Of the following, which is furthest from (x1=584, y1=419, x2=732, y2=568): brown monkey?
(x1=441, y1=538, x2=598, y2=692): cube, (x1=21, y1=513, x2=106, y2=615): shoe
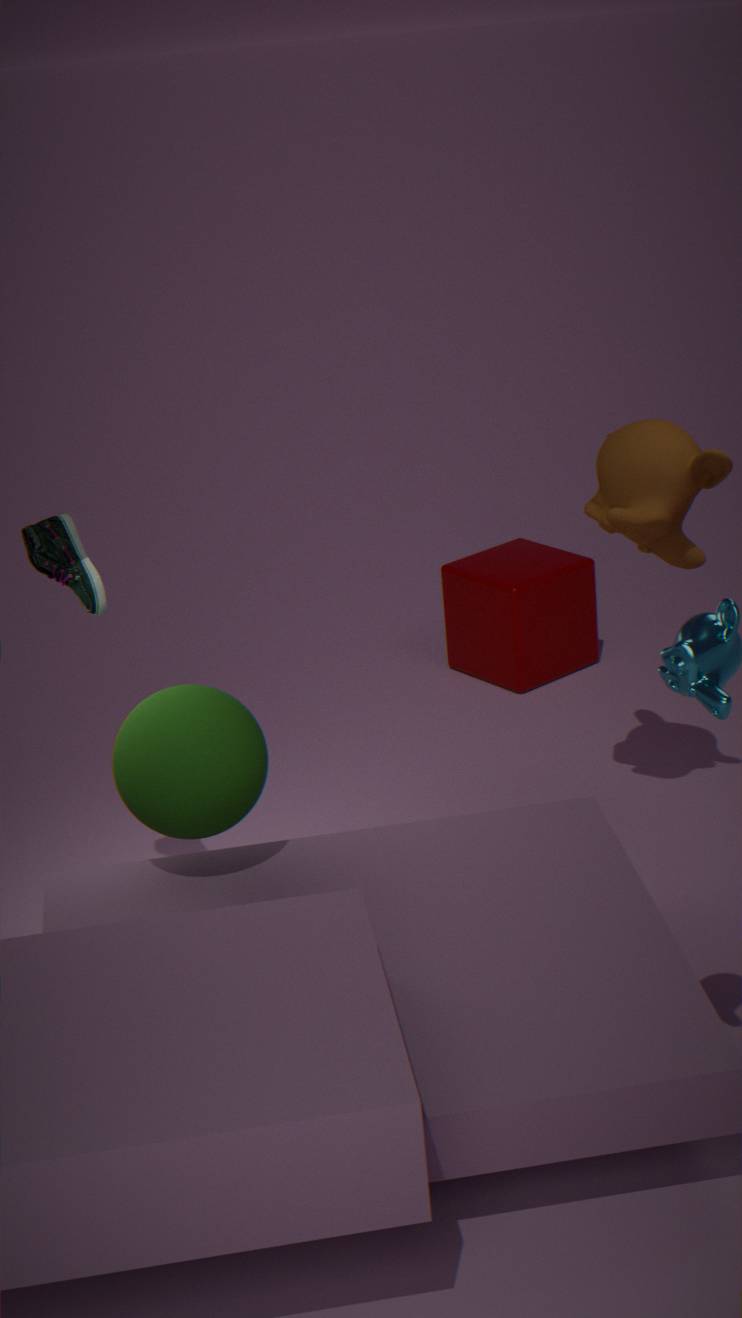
(x1=21, y1=513, x2=106, y2=615): shoe
